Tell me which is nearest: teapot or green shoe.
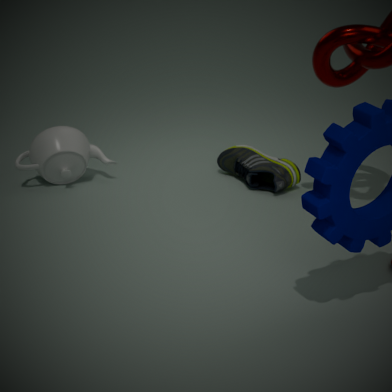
teapot
